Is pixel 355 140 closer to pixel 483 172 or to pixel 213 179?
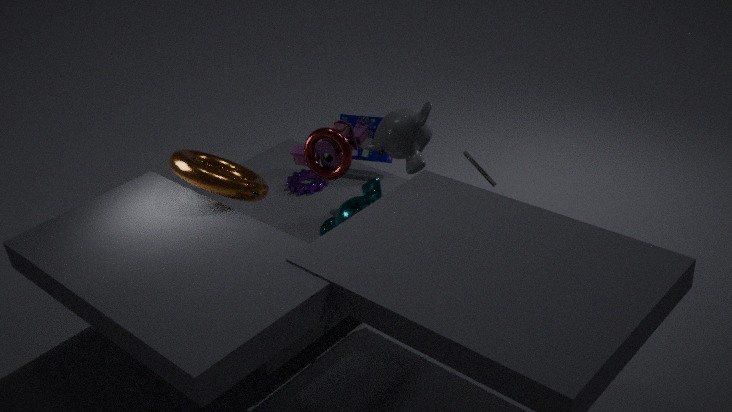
pixel 213 179
